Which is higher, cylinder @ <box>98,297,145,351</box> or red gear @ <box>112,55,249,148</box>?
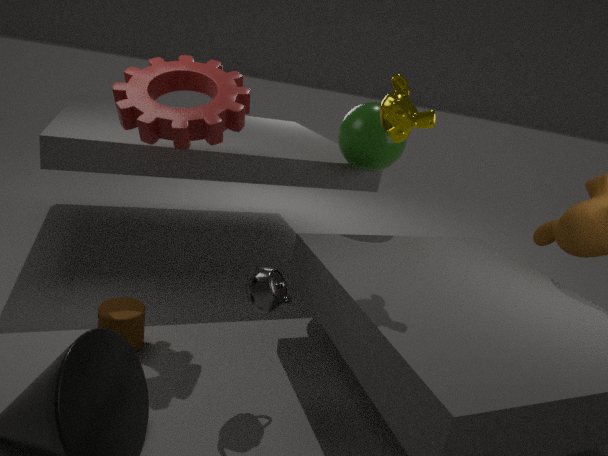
red gear @ <box>112,55,249,148</box>
